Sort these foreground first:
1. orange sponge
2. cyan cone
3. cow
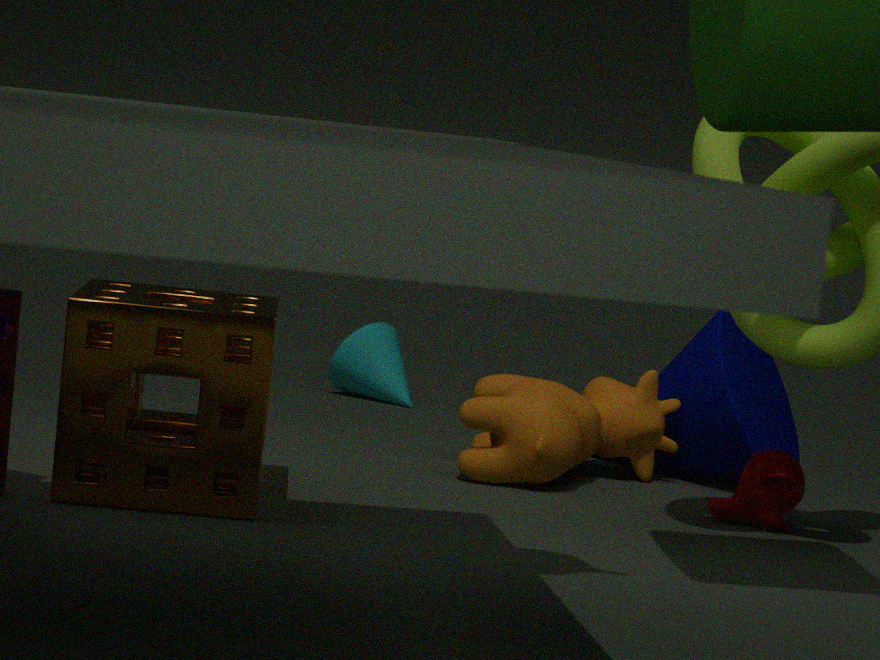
1. orange sponge
2. cow
3. cyan cone
